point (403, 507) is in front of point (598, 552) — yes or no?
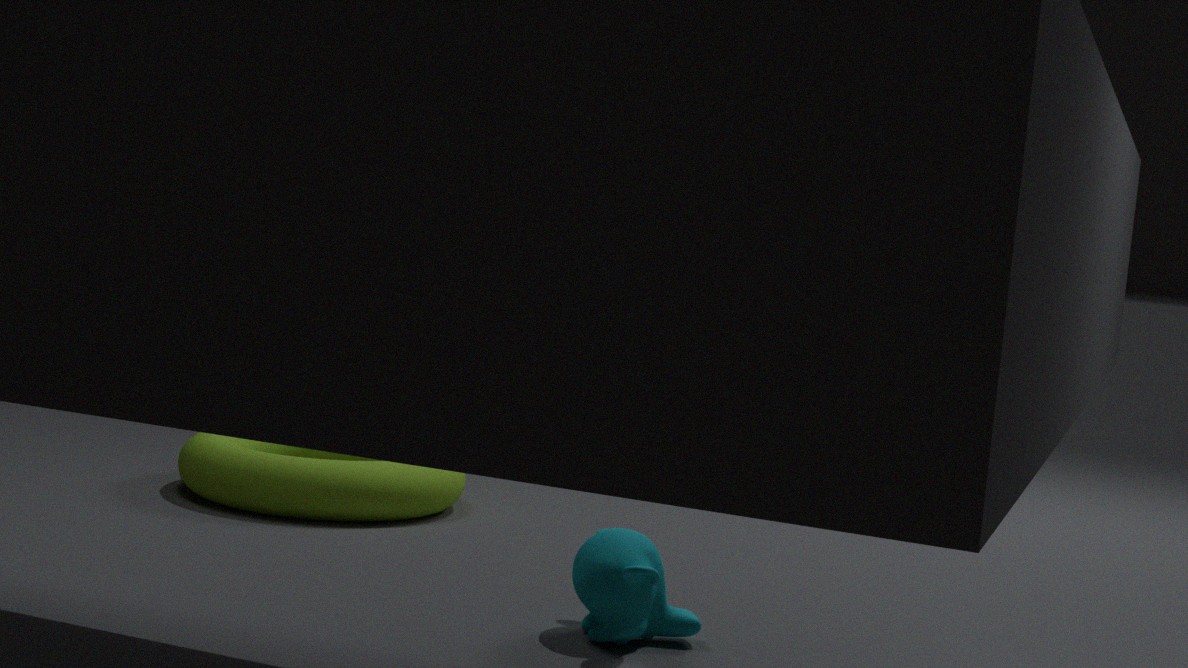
No
